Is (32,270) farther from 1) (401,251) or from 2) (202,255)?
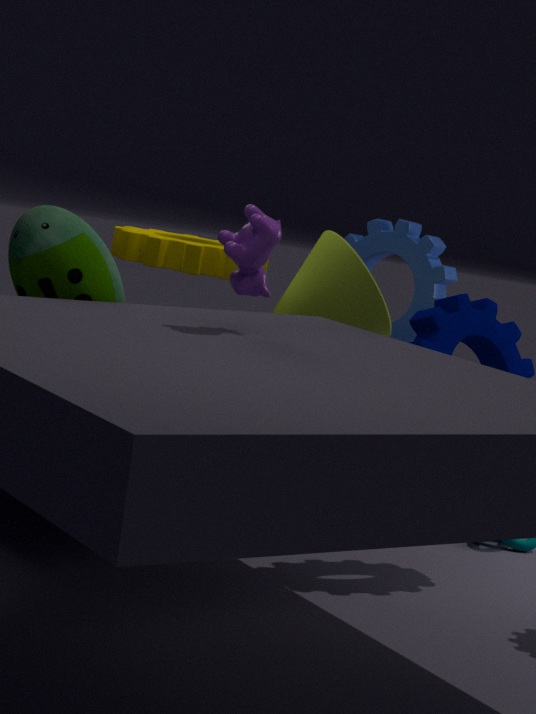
1) (401,251)
